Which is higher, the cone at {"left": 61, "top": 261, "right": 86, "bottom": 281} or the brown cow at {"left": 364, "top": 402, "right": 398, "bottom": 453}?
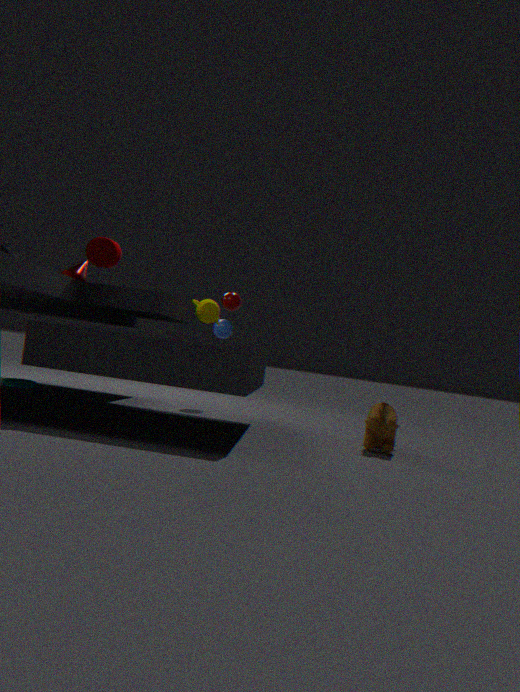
the cone at {"left": 61, "top": 261, "right": 86, "bottom": 281}
